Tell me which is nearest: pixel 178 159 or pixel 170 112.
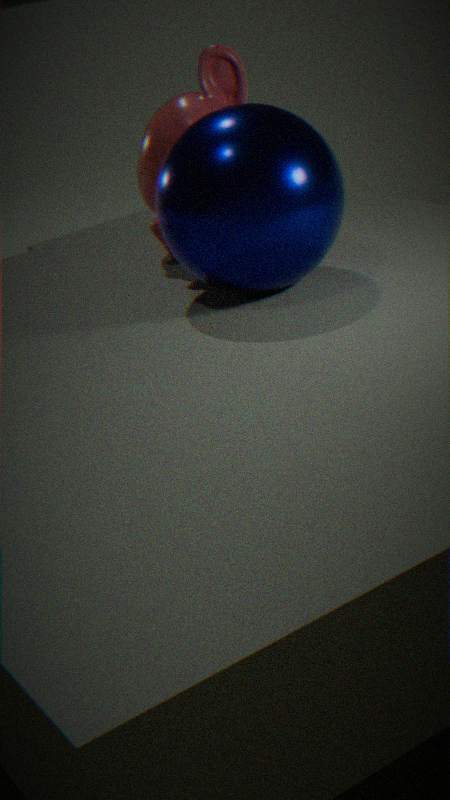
pixel 178 159
